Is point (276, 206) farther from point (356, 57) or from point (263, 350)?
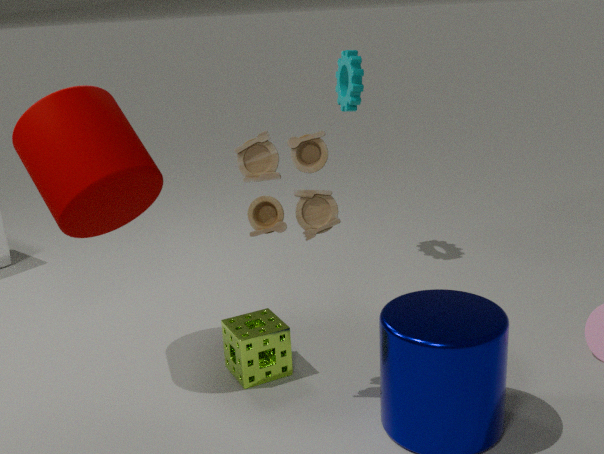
point (356, 57)
